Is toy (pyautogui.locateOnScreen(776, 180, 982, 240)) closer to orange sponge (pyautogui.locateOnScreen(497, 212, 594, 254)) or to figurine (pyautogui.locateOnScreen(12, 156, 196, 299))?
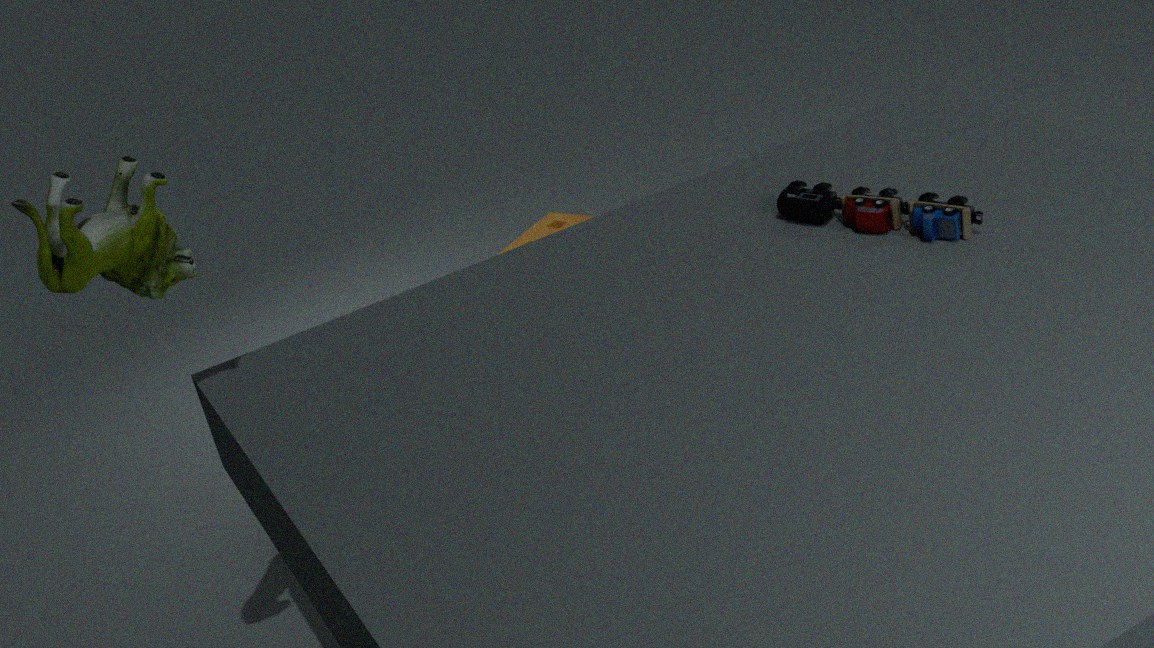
orange sponge (pyautogui.locateOnScreen(497, 212, 594, 254))
